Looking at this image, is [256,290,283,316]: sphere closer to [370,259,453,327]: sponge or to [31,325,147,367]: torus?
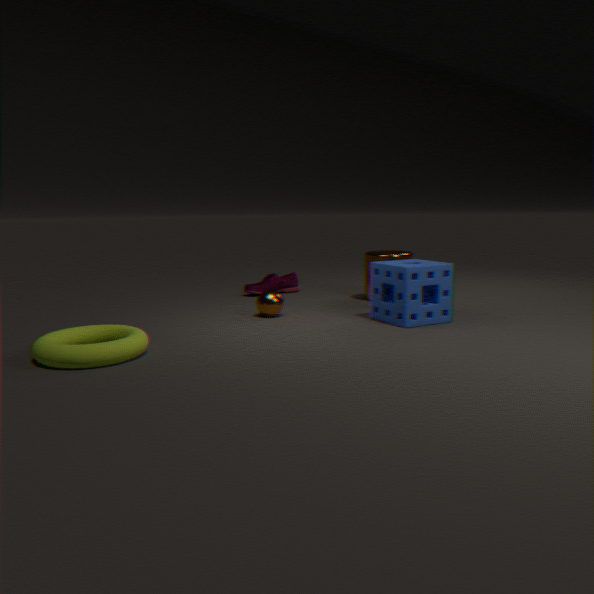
[370,259,453,327]: sponge
